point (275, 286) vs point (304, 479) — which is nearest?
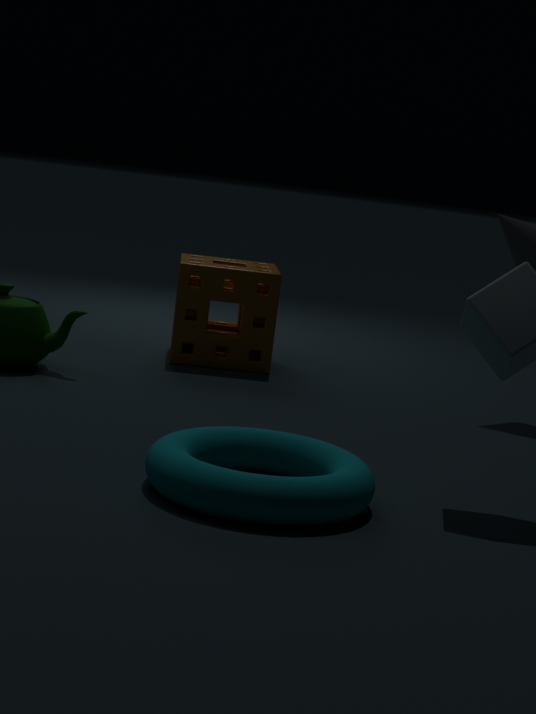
point (304, 479)
